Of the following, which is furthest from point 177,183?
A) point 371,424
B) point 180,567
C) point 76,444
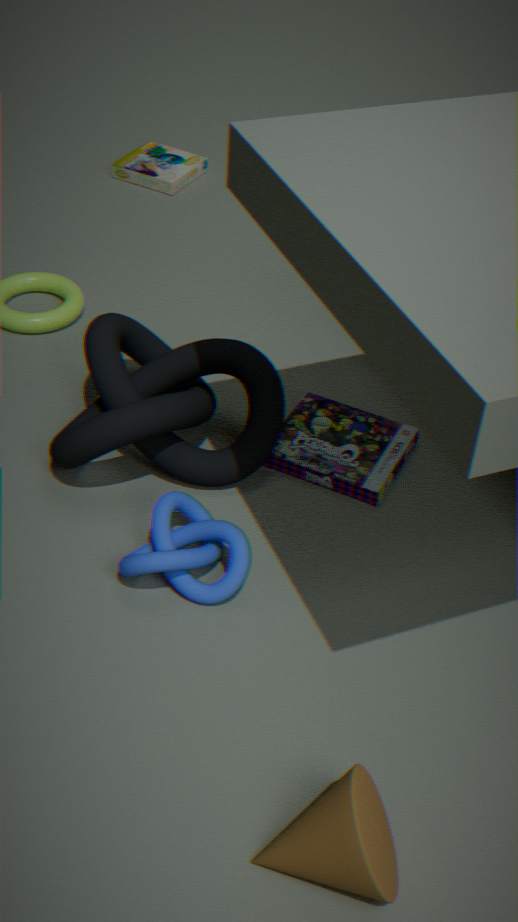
point 180,567
